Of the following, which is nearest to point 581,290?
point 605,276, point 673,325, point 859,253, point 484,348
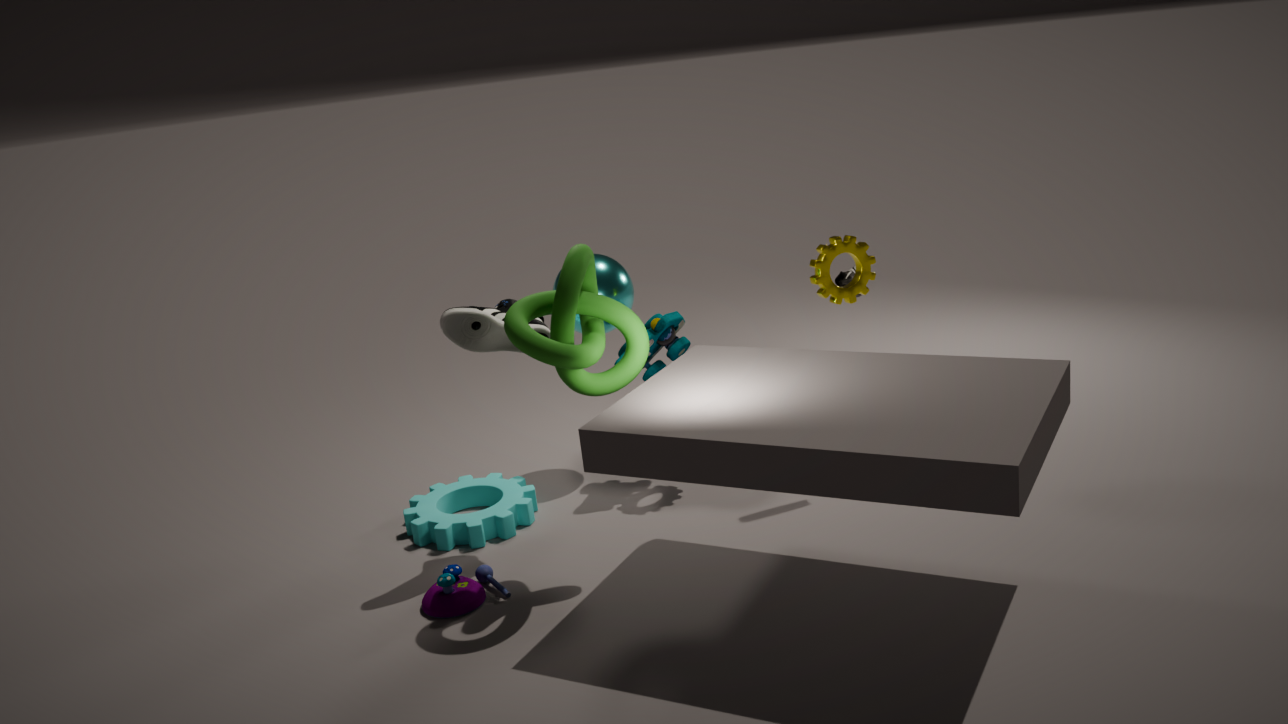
point 484,348
